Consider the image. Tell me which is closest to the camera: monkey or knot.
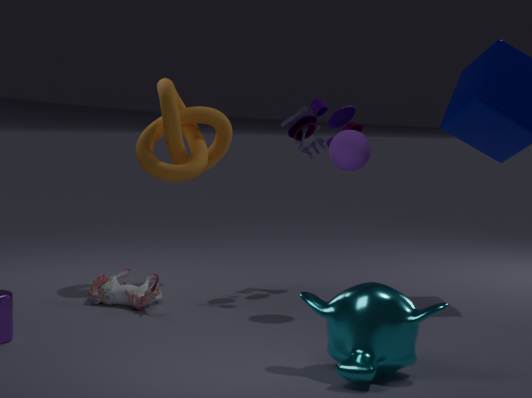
monkey
